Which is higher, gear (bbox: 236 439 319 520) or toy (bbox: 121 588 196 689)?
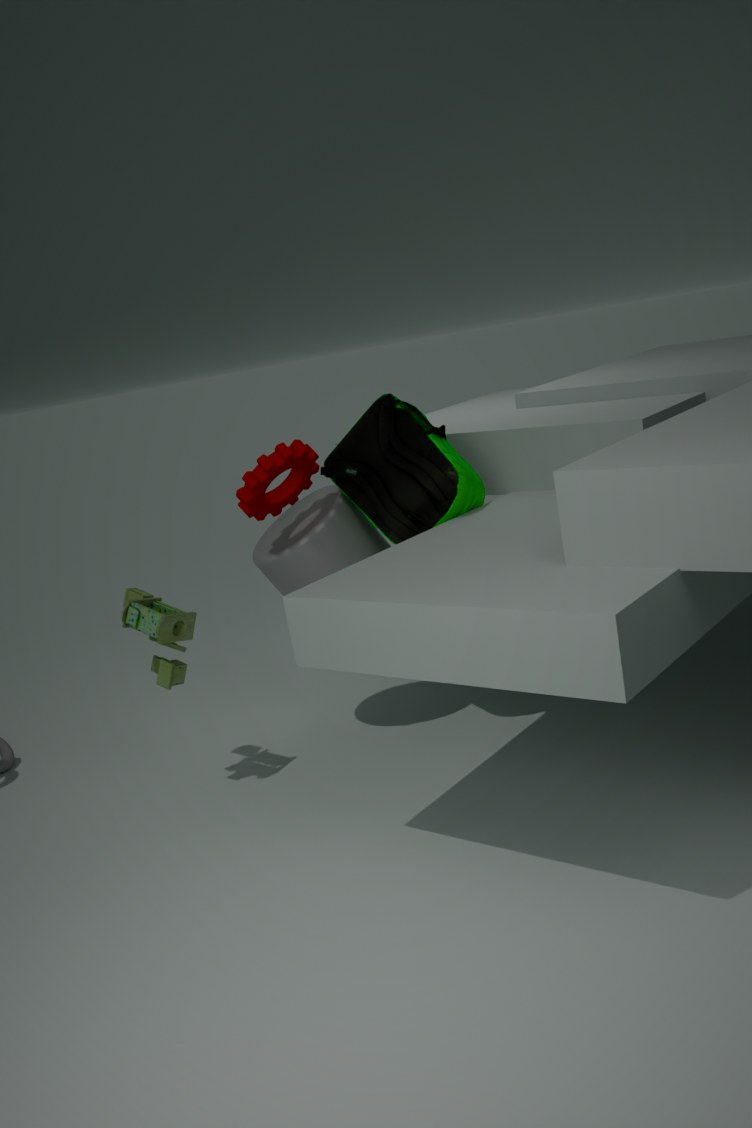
gear (bbox: 236 439 319 520)
